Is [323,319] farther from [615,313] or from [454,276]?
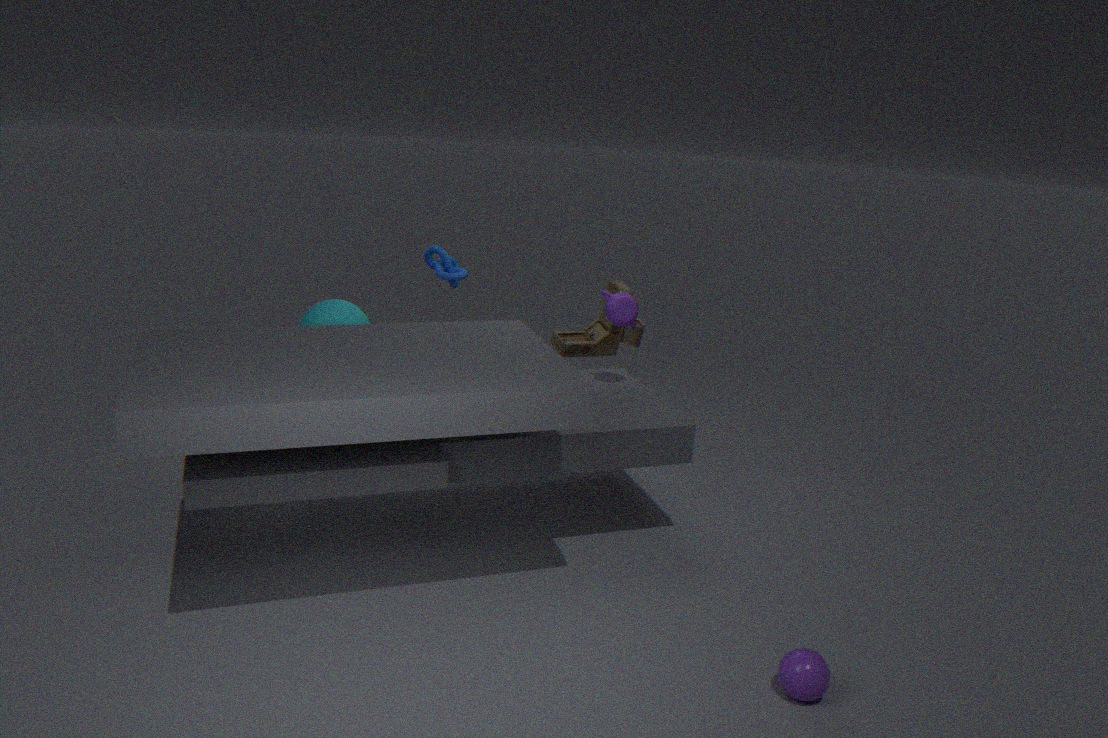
[615,313]
